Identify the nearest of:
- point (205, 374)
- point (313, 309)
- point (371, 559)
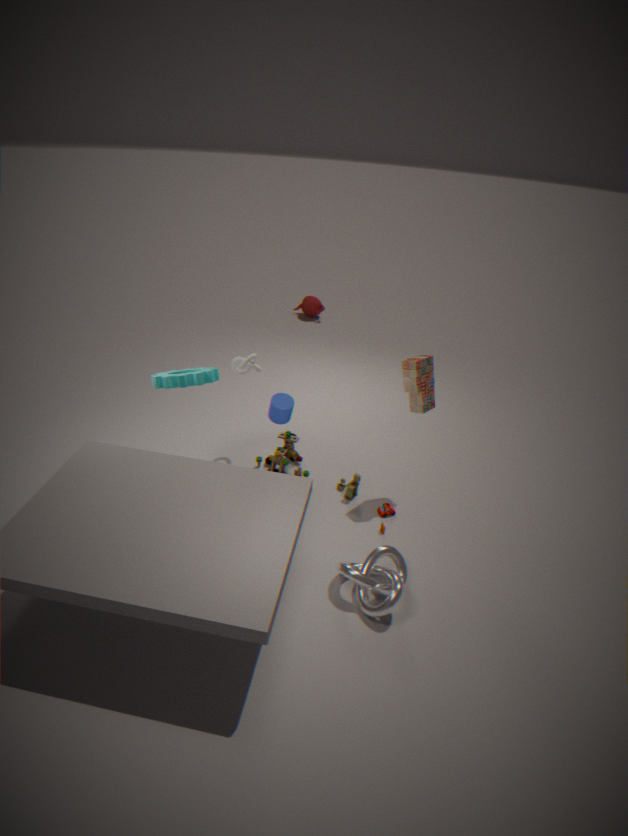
point (371, 559)
